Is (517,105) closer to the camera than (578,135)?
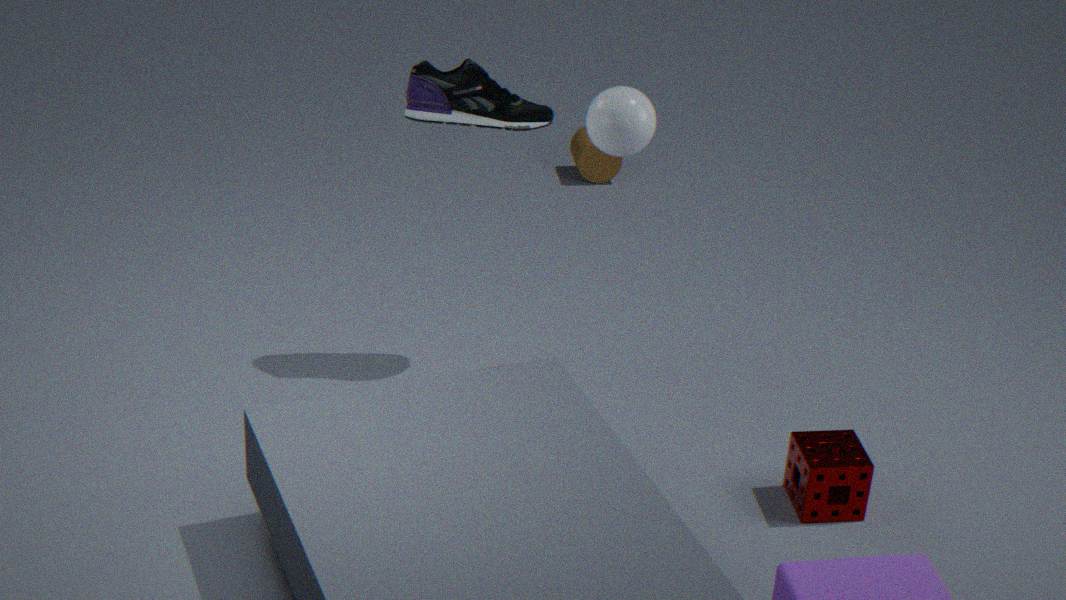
Yes
